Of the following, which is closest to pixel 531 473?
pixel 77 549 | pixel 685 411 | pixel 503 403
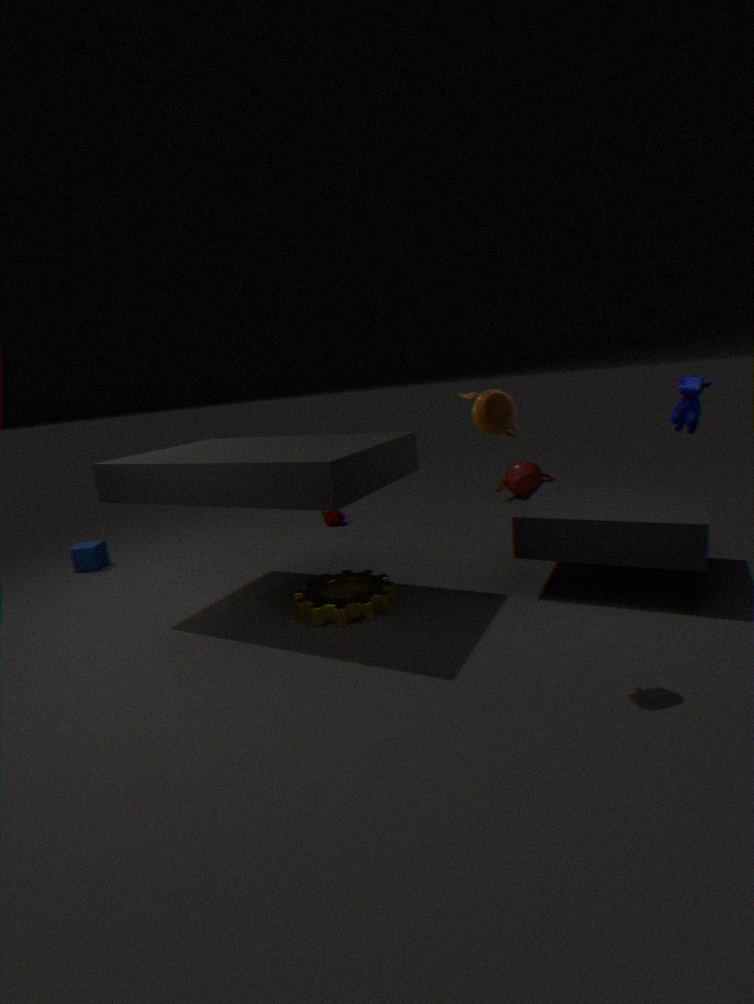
pixel 685 411
